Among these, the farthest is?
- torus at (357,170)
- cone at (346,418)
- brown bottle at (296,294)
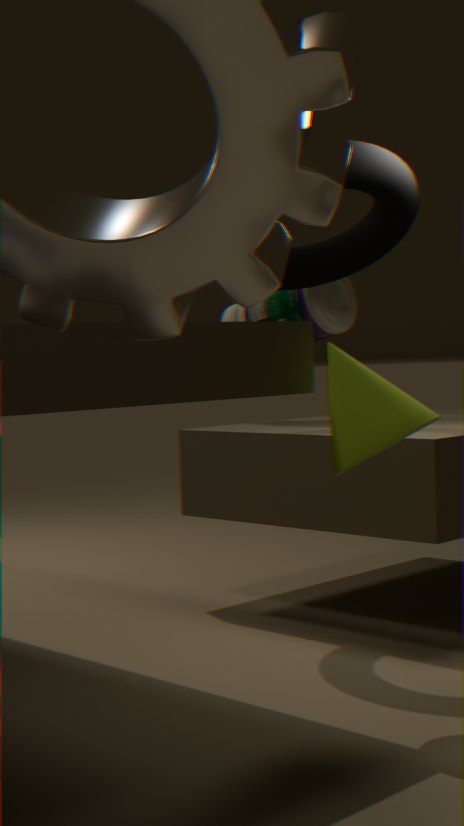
brown bottle at (296,294)
